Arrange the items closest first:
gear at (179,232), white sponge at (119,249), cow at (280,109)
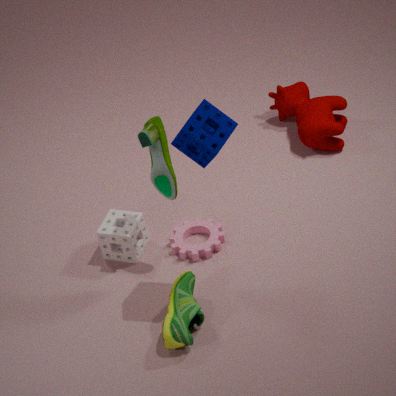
white sponge at (119,249) < gear at (179,232) < cow at (280,109)
